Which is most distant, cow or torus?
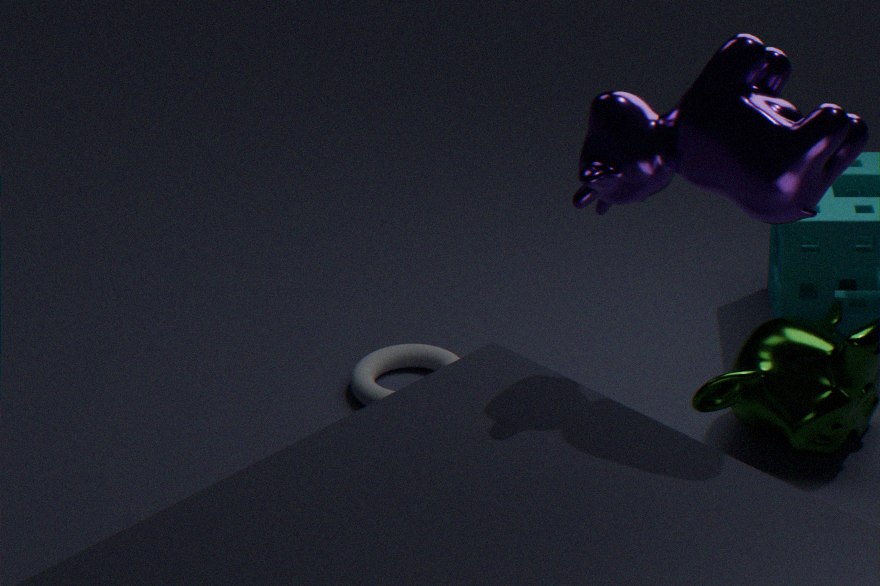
torus
